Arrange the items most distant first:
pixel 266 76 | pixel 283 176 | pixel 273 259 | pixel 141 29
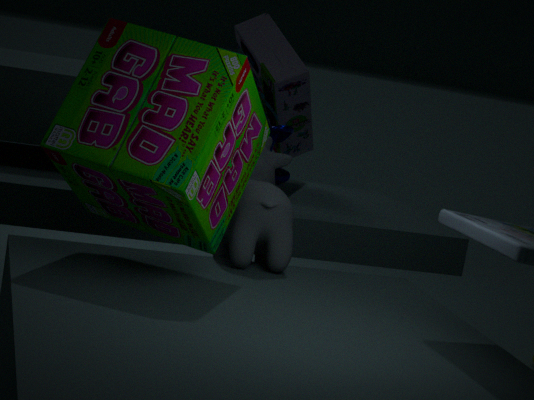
pixel 266 76
pixel 283 176
pixel 273 259
pixel 141 29
